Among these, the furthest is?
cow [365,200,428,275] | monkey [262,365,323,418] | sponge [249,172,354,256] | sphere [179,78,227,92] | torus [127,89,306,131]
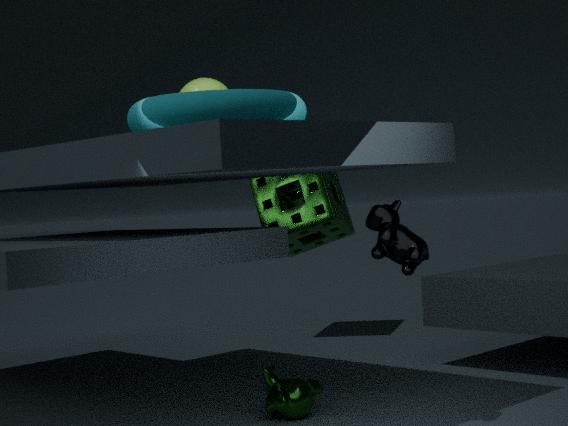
sponge [249,172,354,256]
